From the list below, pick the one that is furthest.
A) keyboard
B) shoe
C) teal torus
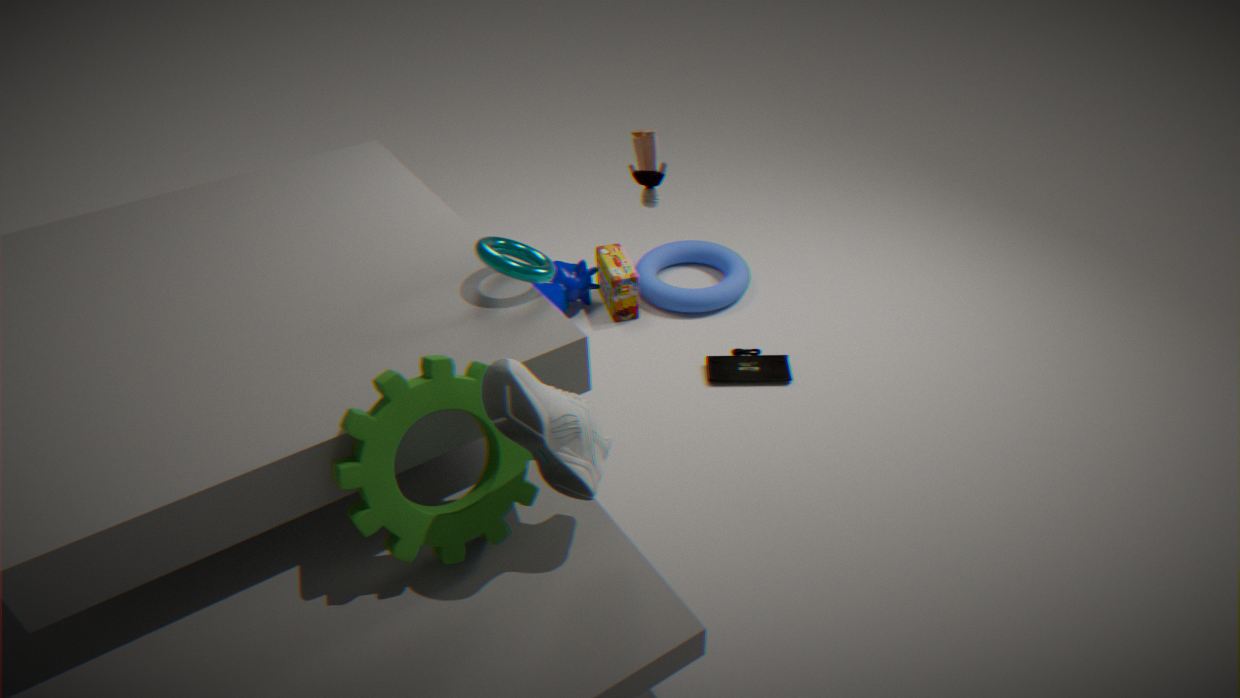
keyboard
